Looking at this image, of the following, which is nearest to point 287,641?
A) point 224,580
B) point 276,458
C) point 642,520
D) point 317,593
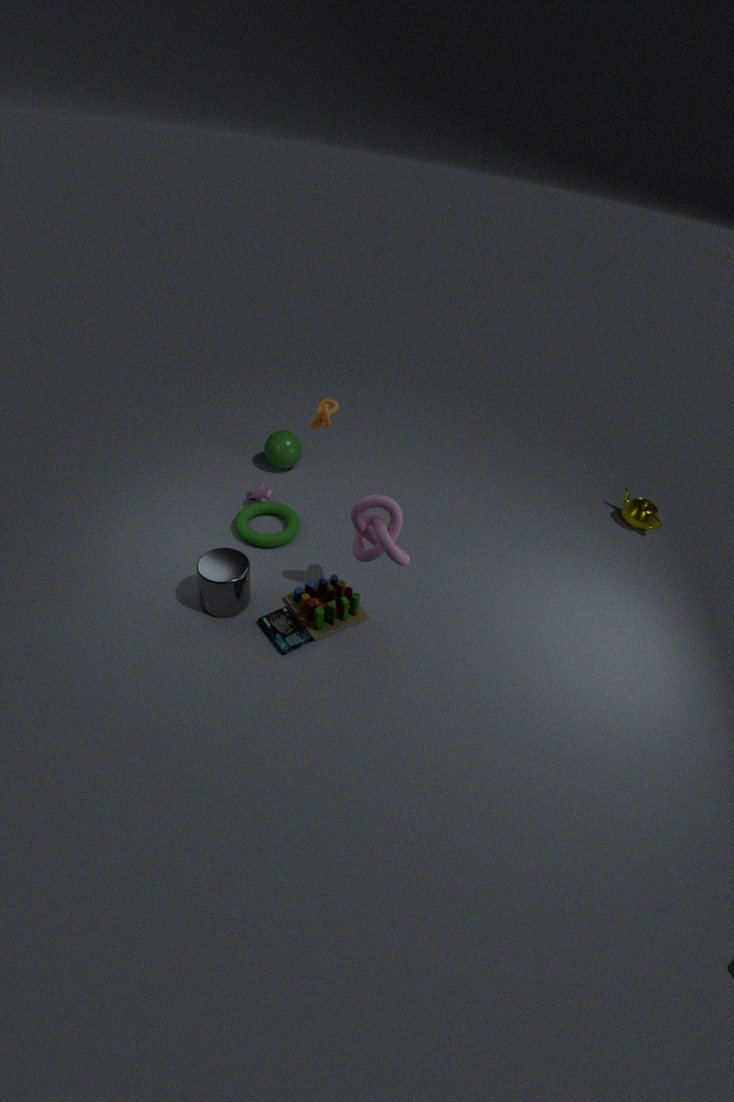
point 317,593
